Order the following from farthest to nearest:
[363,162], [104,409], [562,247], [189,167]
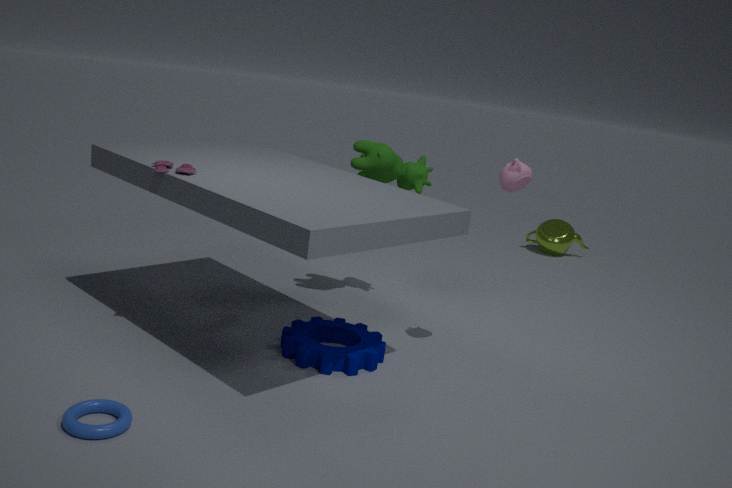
[562,247], [363,162], [189,167], [104,409]
